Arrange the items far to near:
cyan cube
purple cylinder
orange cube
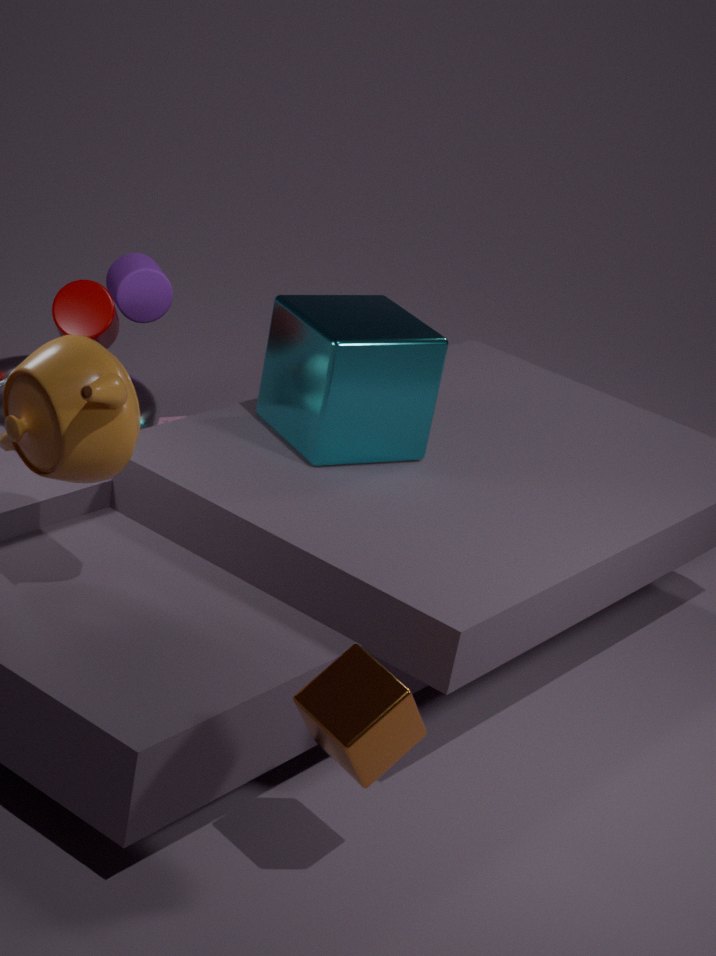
purple cylinder
cyan cube
orange cube
